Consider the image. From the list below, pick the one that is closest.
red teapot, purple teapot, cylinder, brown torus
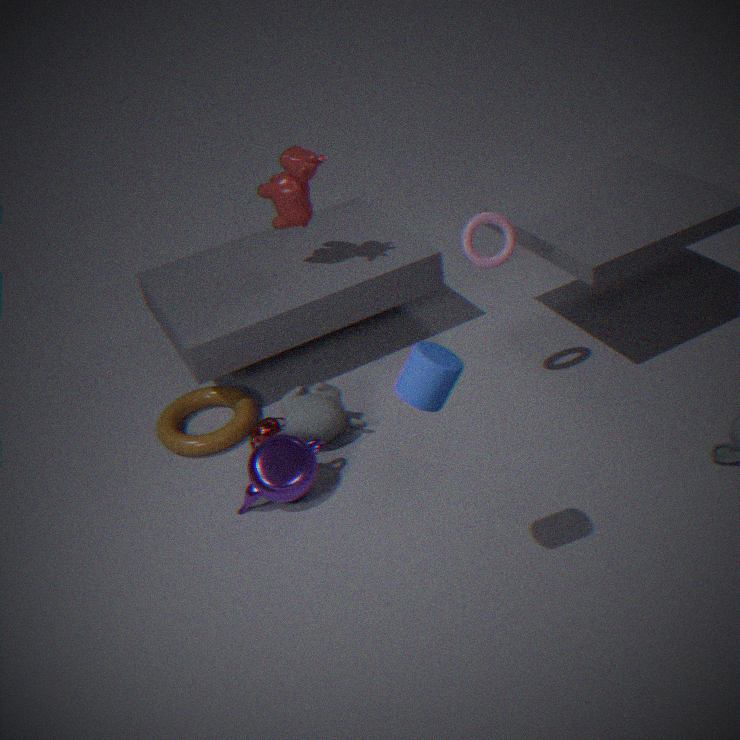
cylinder
